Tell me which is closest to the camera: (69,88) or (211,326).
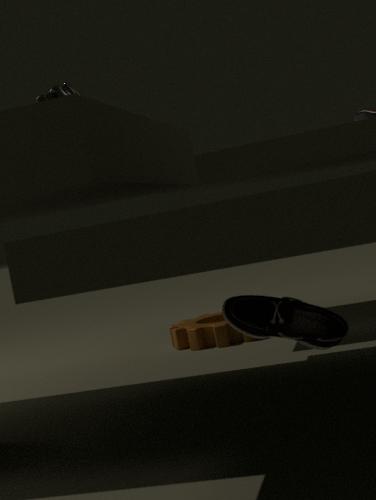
(69,88)
